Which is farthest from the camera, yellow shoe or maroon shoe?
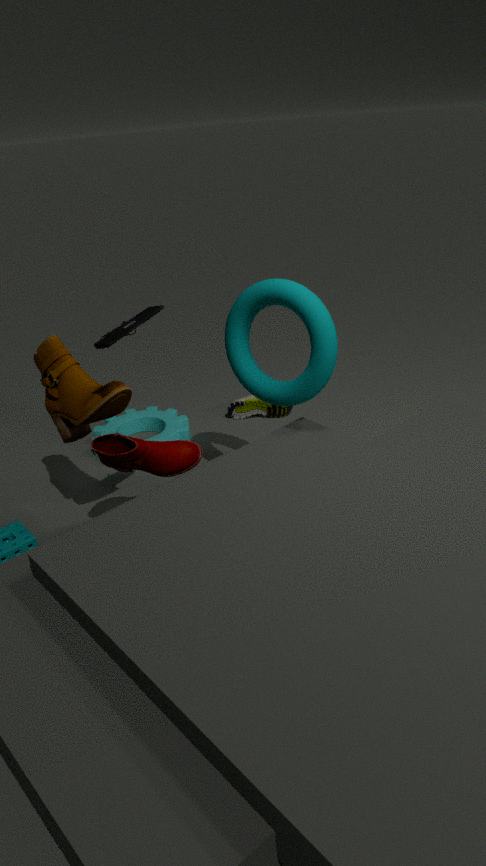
yellow shoe
